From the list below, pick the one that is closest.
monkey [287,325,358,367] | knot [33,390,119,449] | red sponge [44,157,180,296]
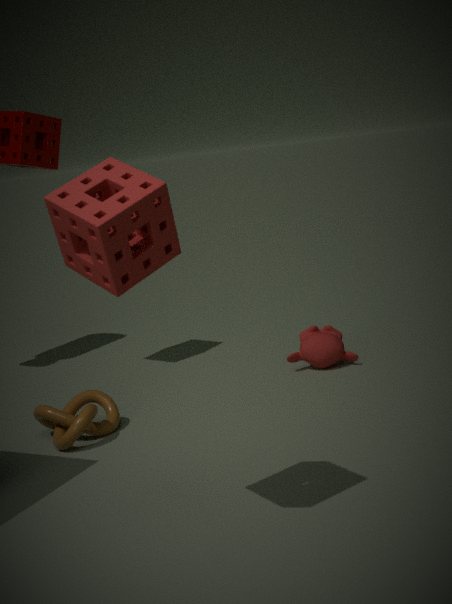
red sponge [44,157,180,296]
